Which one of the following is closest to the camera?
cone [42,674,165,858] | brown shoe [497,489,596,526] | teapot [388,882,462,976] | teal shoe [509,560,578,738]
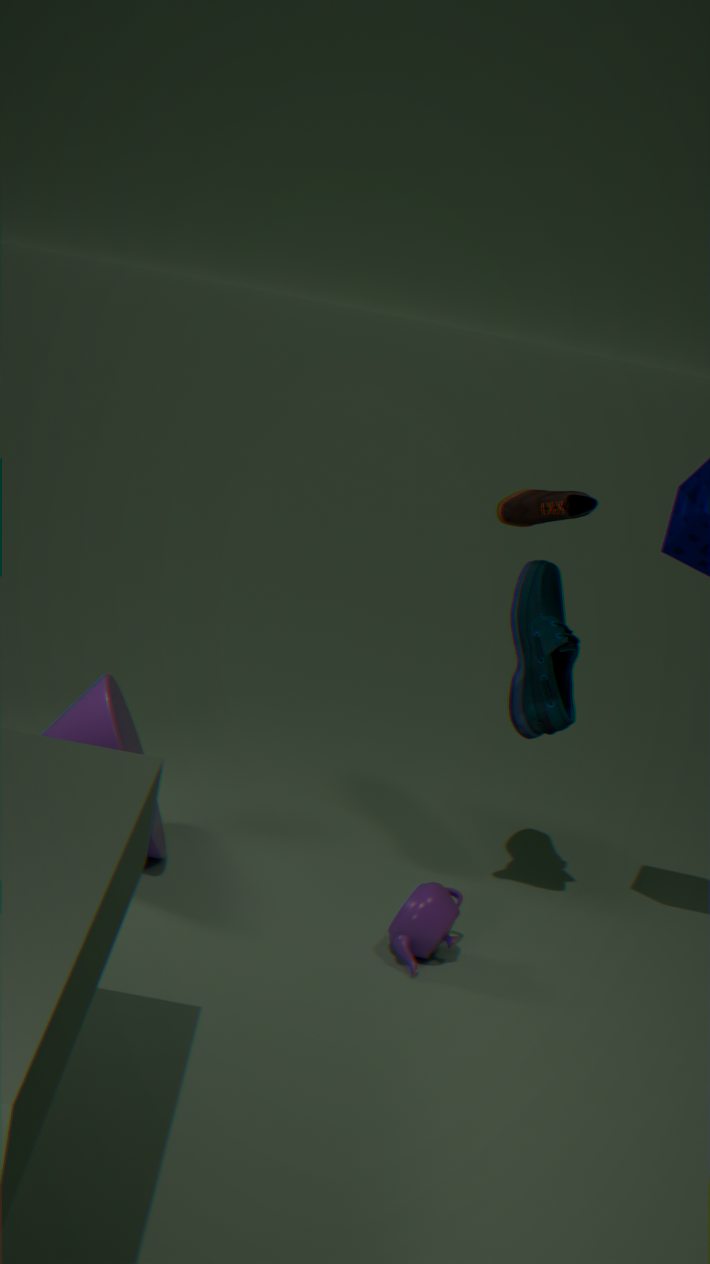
brown shoe [497,489,596,526]
